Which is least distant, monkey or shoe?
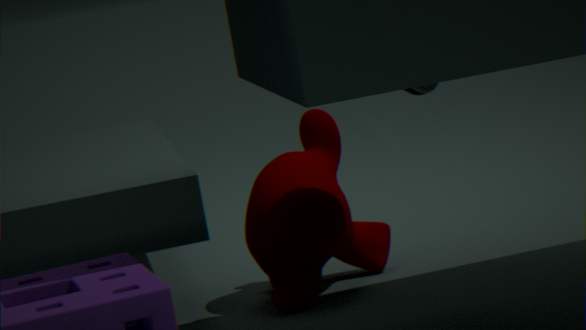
shoe
